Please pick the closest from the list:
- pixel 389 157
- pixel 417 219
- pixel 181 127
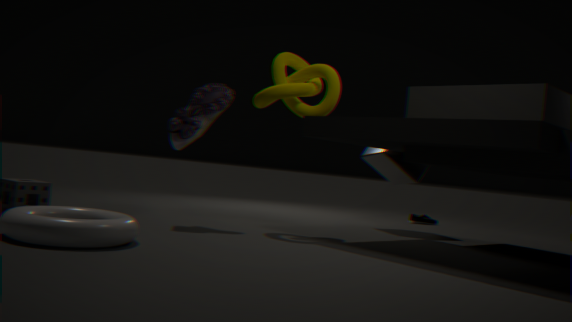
pixel 181 127
